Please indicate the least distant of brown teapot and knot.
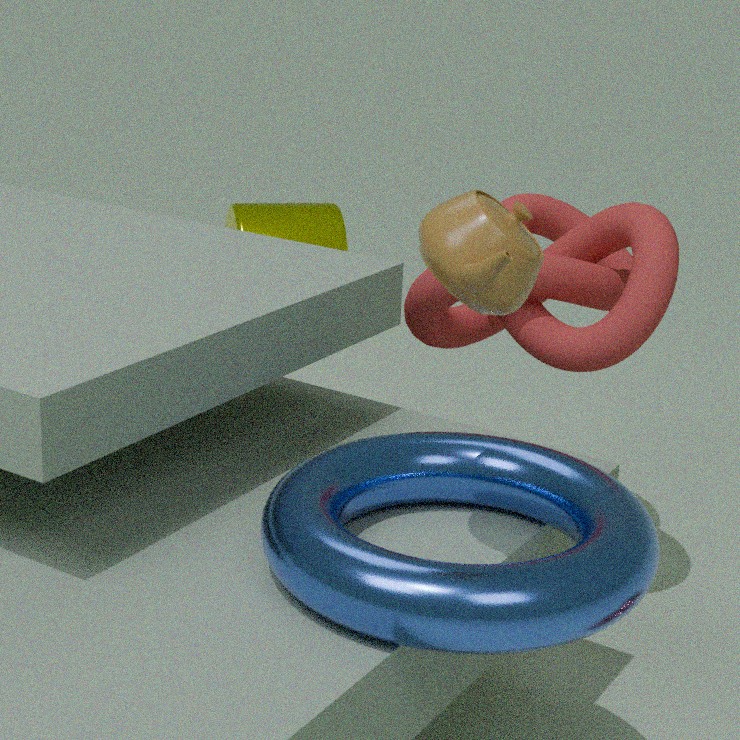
brown teapot
